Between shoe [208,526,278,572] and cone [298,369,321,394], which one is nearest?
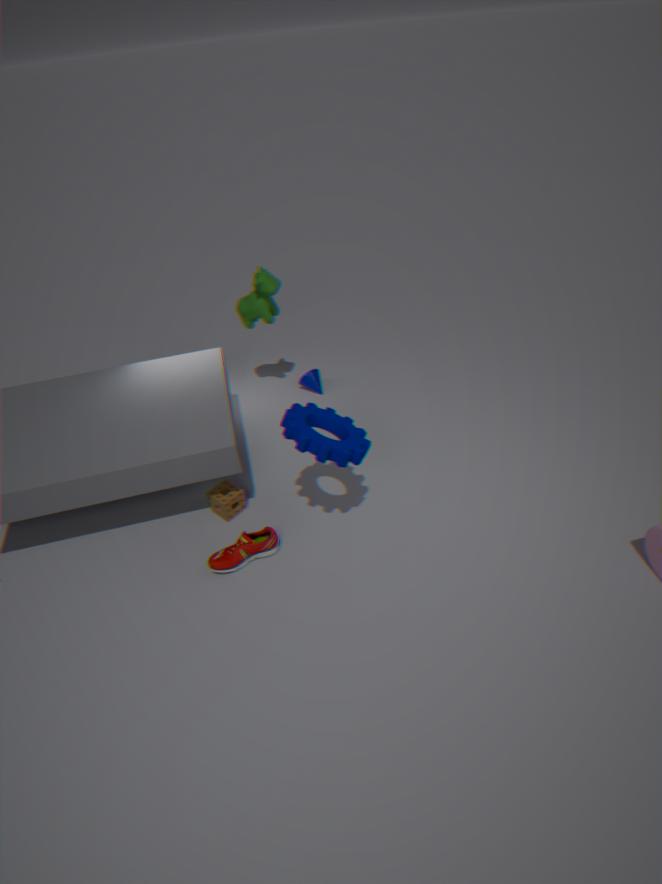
shoe [208,526,278,572]
